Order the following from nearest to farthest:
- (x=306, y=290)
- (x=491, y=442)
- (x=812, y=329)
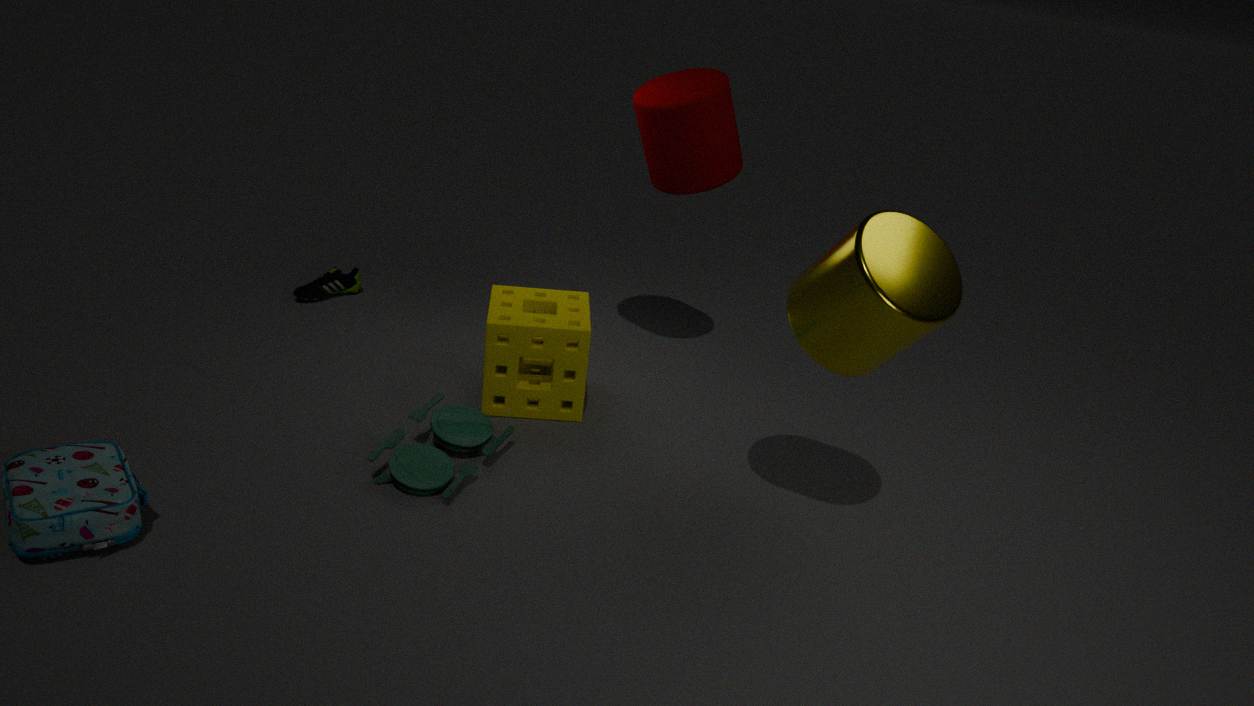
(x=812, y=329) → (x=491, y=442) → (x=306, y=290)
